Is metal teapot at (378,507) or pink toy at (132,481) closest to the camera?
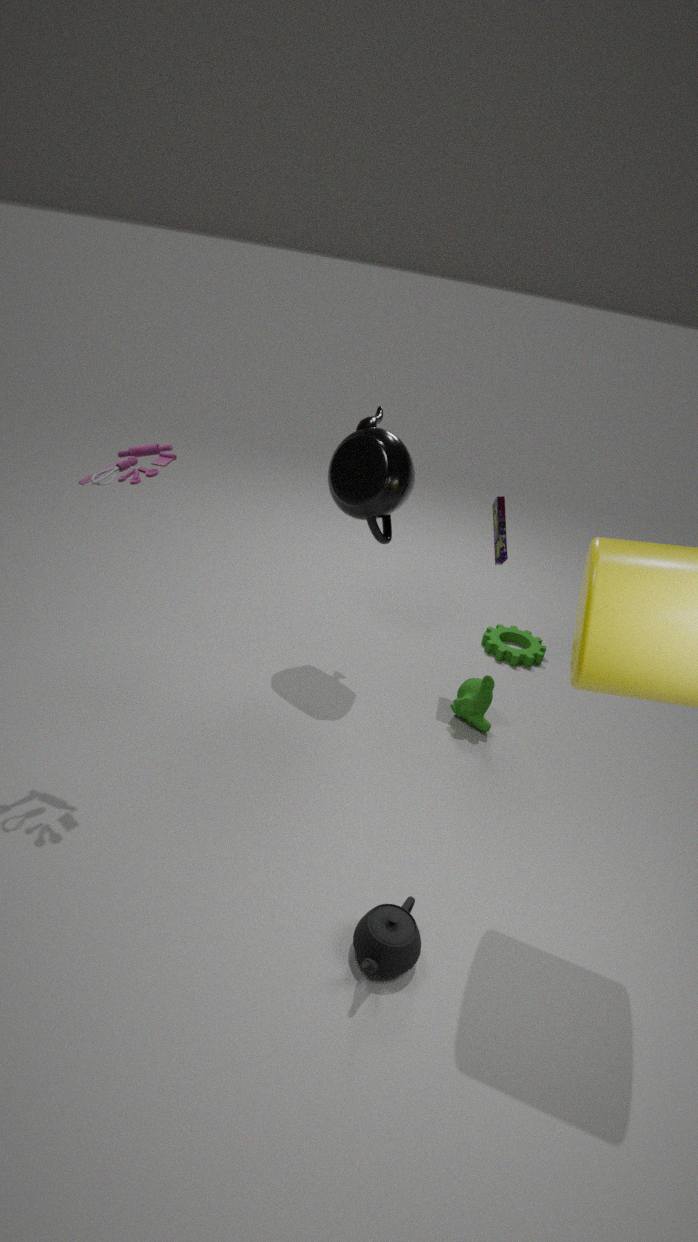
pink toy at (132,481)
